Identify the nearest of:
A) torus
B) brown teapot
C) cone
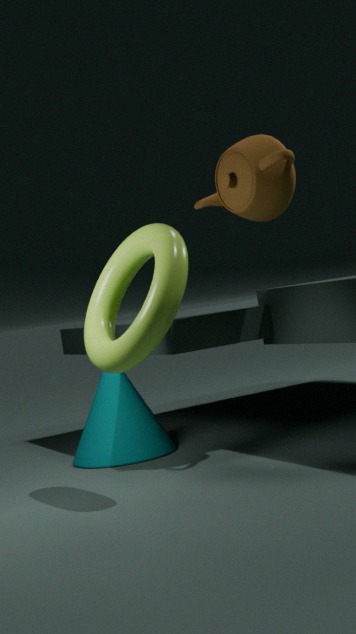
torus
